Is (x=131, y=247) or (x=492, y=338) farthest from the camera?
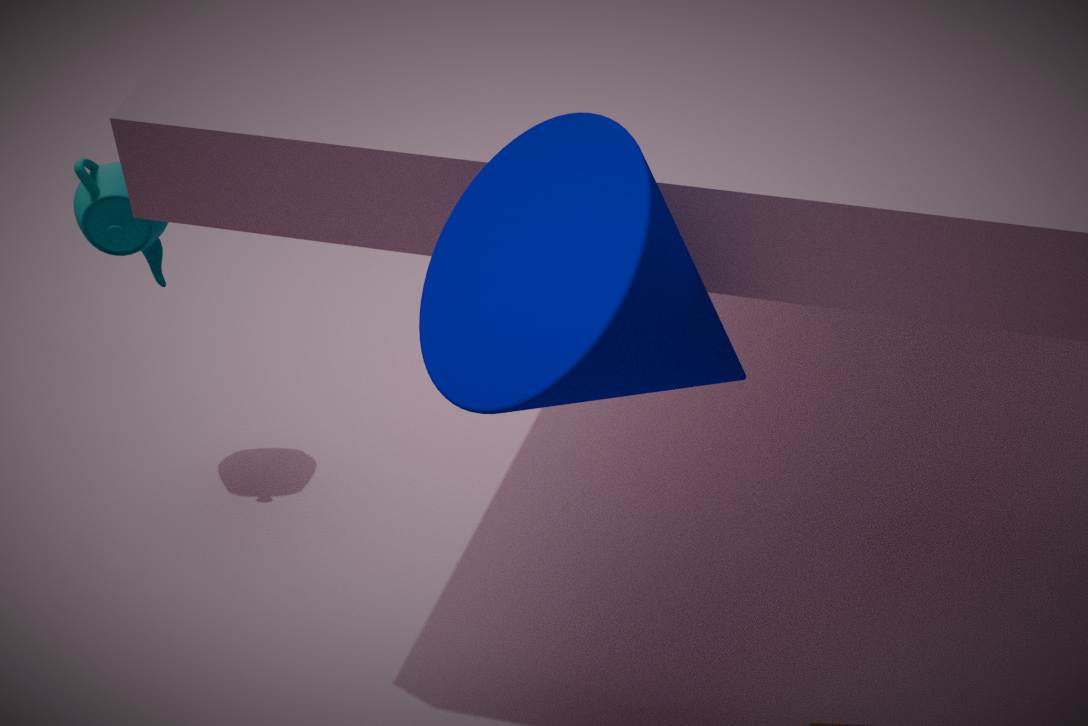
(x=131, y=247)
